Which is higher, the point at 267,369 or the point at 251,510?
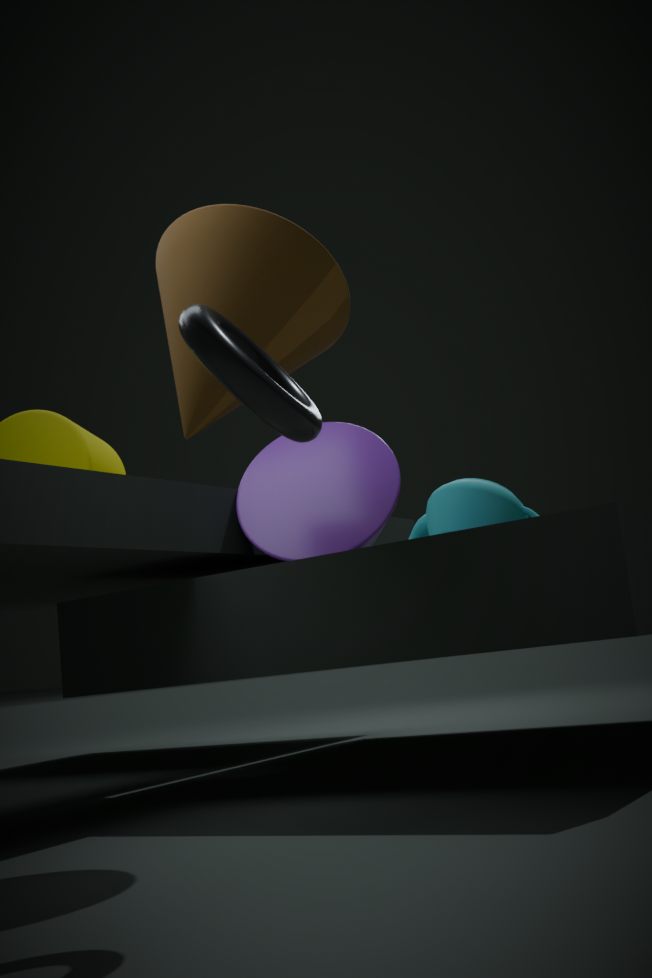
the point at 267,369
